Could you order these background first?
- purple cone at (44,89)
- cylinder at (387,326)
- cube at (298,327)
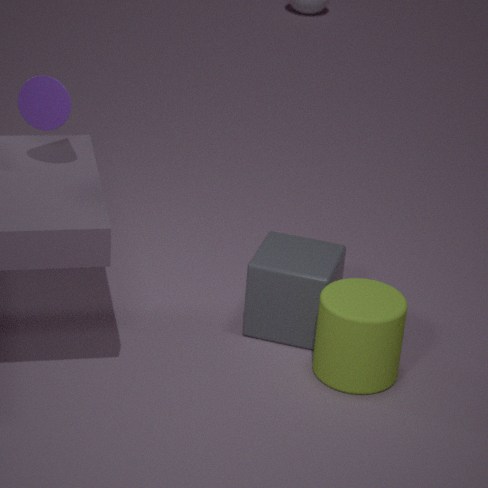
cube at (298,327)
cylinder at (387,326)
purple cone at (44,89)
